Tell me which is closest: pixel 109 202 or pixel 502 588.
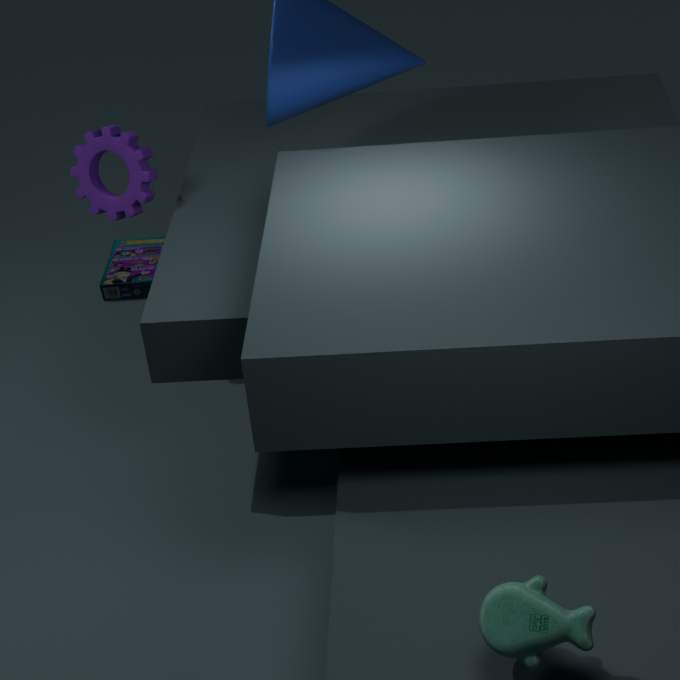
pixel 502 588
